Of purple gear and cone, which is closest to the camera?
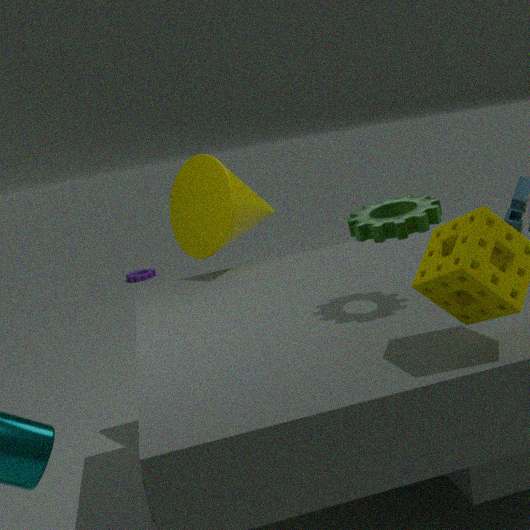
cone
